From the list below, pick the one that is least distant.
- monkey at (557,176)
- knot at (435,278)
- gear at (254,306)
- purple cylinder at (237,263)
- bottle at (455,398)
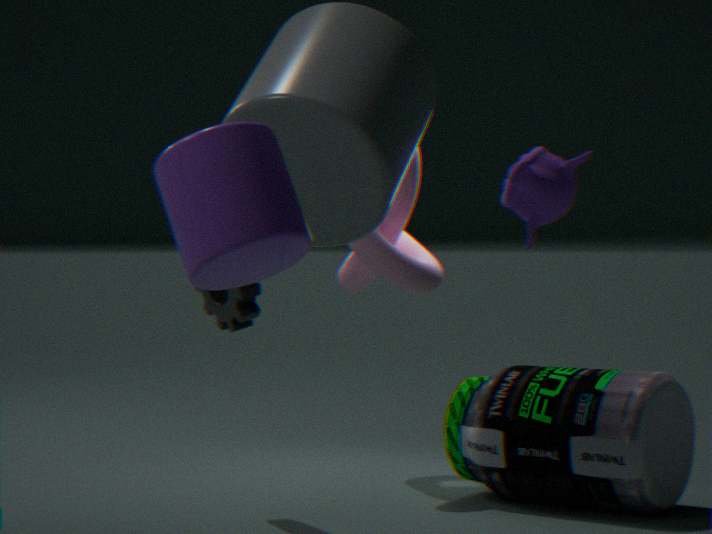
purple cylinder at (237,263)
